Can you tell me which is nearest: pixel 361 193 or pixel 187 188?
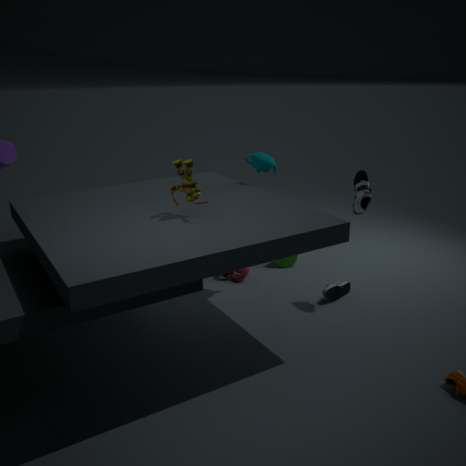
pixel 187 188
